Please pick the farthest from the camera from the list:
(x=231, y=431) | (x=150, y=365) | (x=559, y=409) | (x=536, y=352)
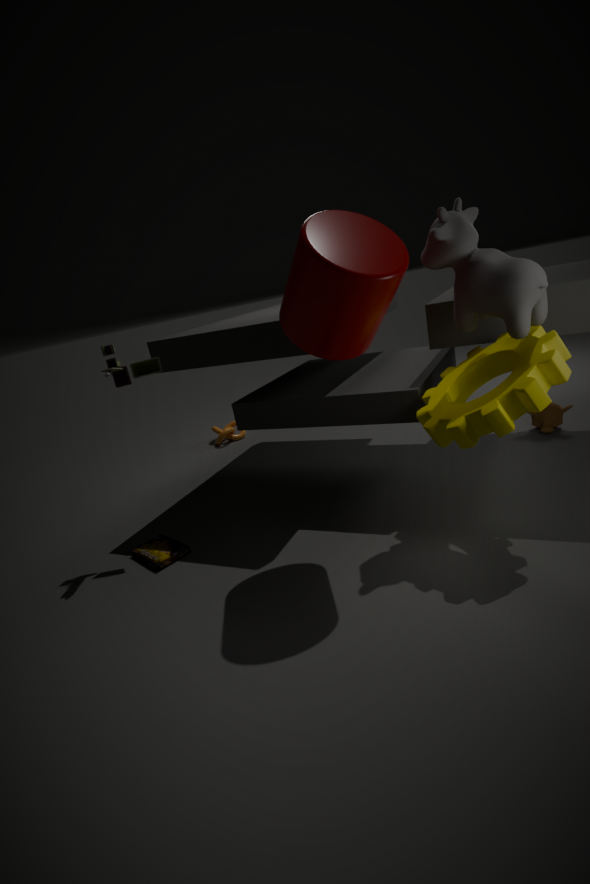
(x=231, y=431)
